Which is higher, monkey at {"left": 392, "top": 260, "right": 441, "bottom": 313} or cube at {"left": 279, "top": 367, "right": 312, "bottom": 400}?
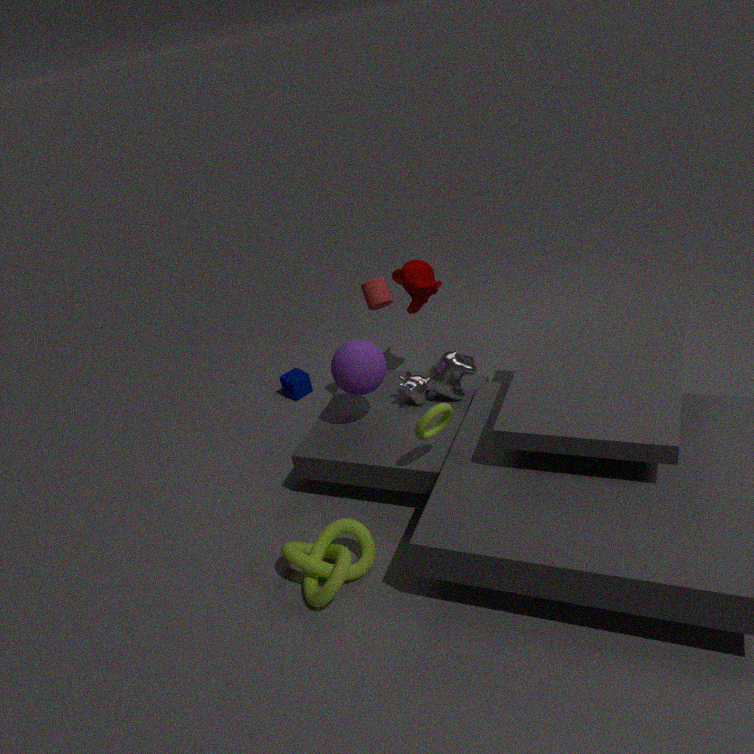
monkey at {"left": 392, "top": 260, "right": 441, "bottom": 313}
